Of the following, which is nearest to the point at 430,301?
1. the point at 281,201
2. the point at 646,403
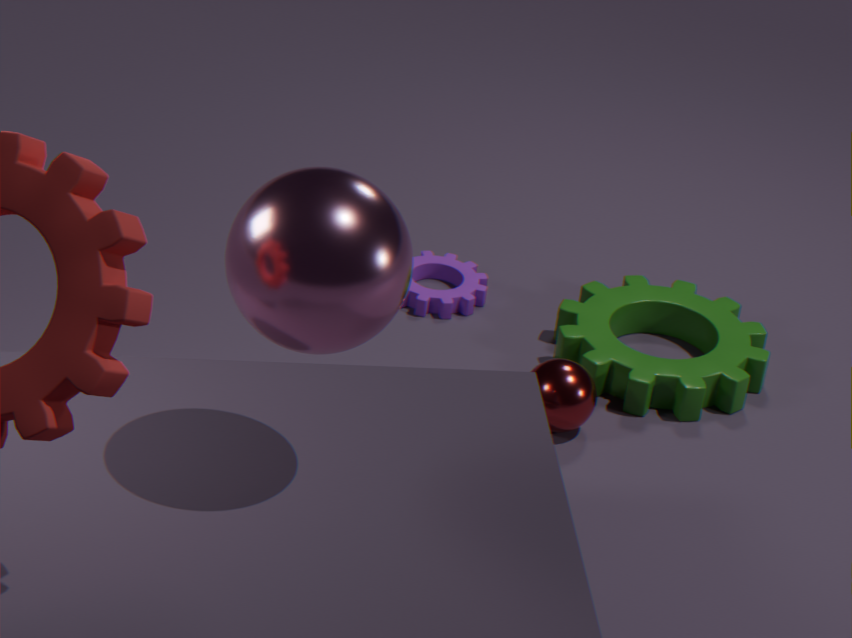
the point at 646,403
